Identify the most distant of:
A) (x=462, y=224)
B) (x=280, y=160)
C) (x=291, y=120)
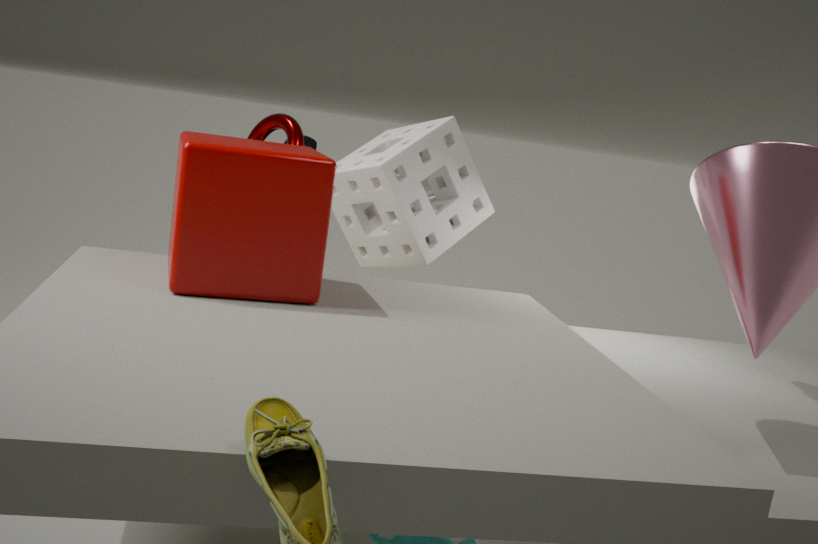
(x=291, y=120)
